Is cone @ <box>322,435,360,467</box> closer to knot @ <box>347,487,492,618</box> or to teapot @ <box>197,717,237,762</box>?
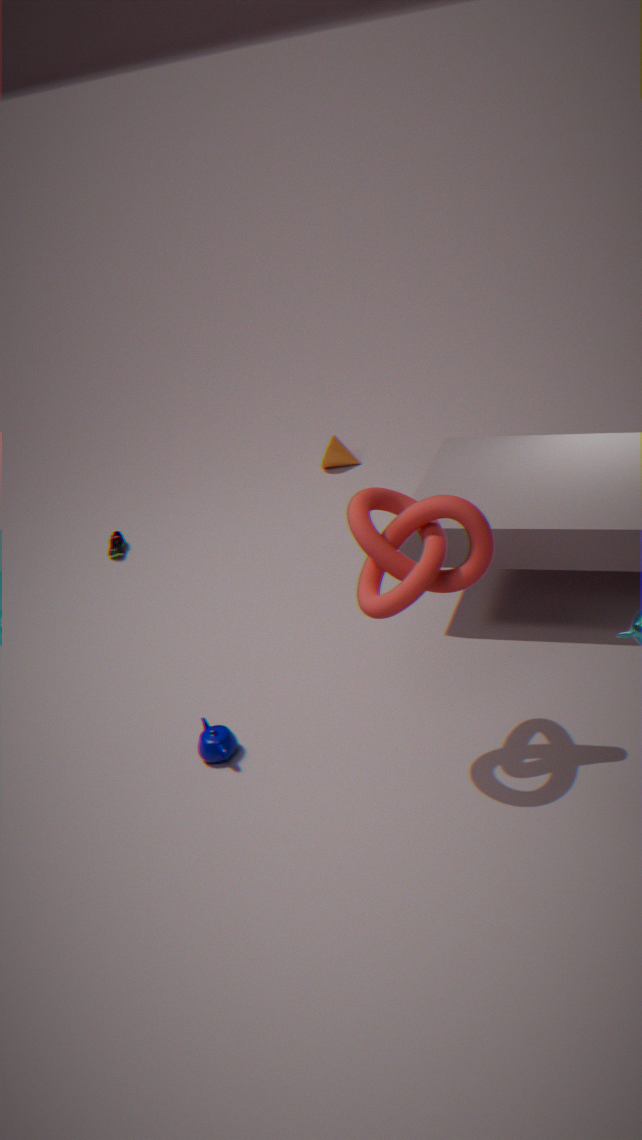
teapot @ <box>197,717,237,762</box>
